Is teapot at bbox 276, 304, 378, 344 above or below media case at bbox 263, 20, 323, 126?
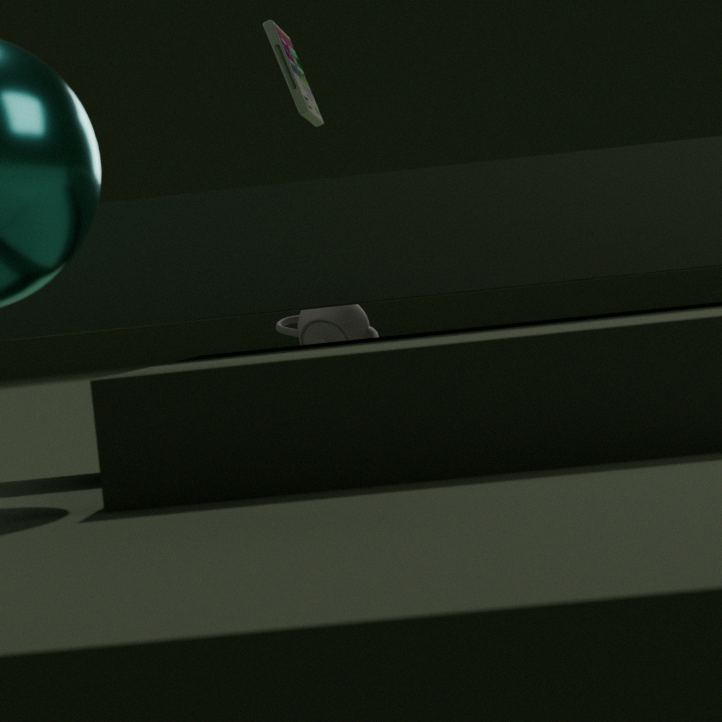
below
